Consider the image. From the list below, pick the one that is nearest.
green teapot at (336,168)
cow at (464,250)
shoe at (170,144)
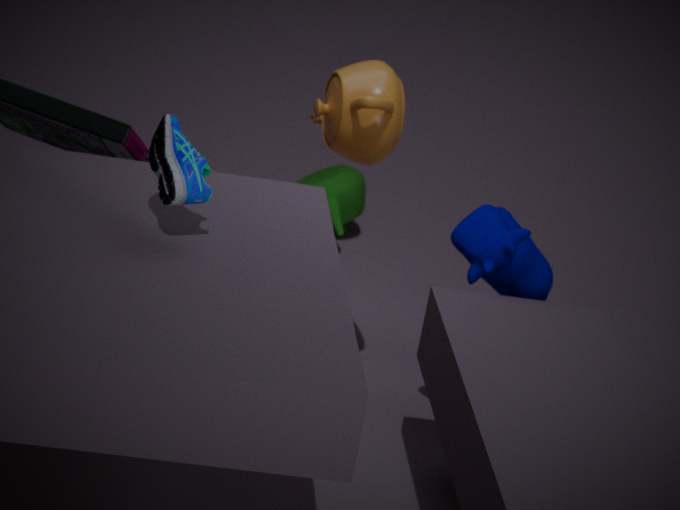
shoe at (170,144)
